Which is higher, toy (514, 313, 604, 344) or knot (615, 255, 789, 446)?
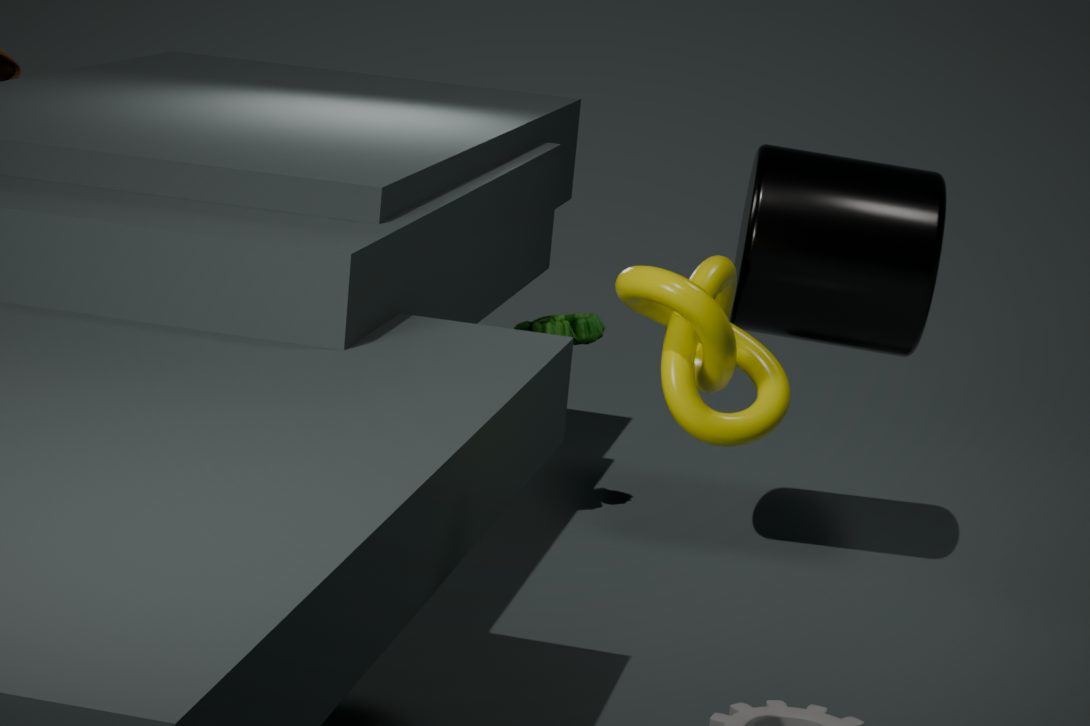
knot (615, 255, 789, 446)
